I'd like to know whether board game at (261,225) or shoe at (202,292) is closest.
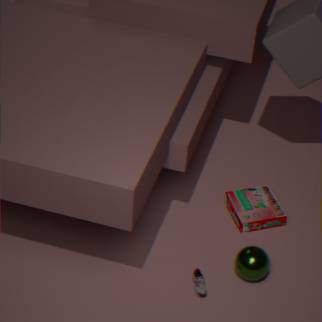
shoe at (202,292)
